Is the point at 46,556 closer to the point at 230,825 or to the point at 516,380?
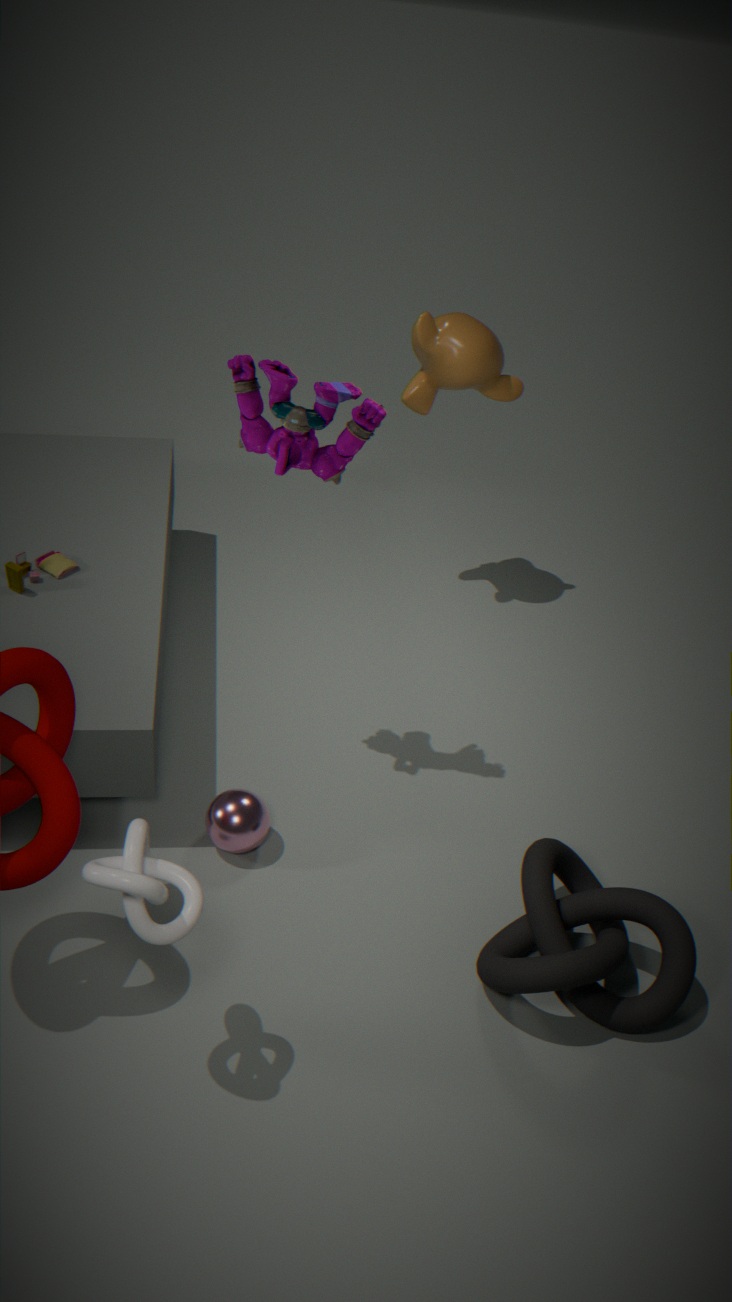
the point at 230,825
